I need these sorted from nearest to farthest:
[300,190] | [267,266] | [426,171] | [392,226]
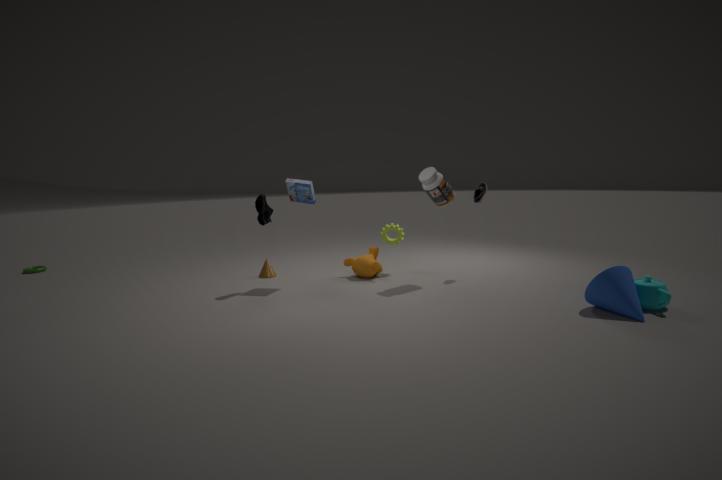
[426,171], [300,190], [392,226], [267,266]
